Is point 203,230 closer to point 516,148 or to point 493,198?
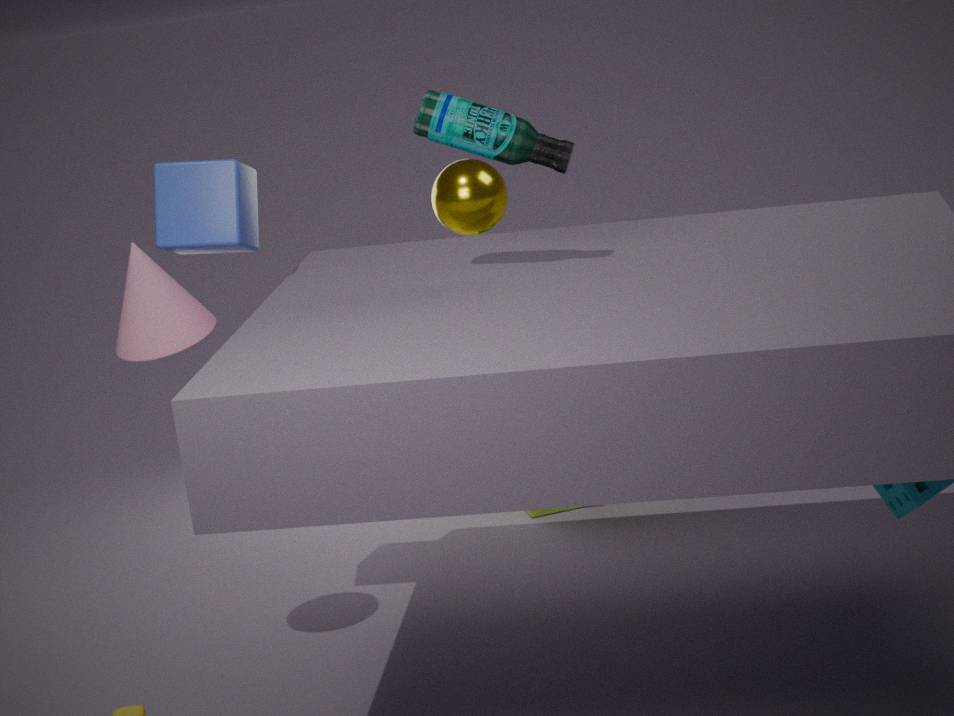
point 516,148
